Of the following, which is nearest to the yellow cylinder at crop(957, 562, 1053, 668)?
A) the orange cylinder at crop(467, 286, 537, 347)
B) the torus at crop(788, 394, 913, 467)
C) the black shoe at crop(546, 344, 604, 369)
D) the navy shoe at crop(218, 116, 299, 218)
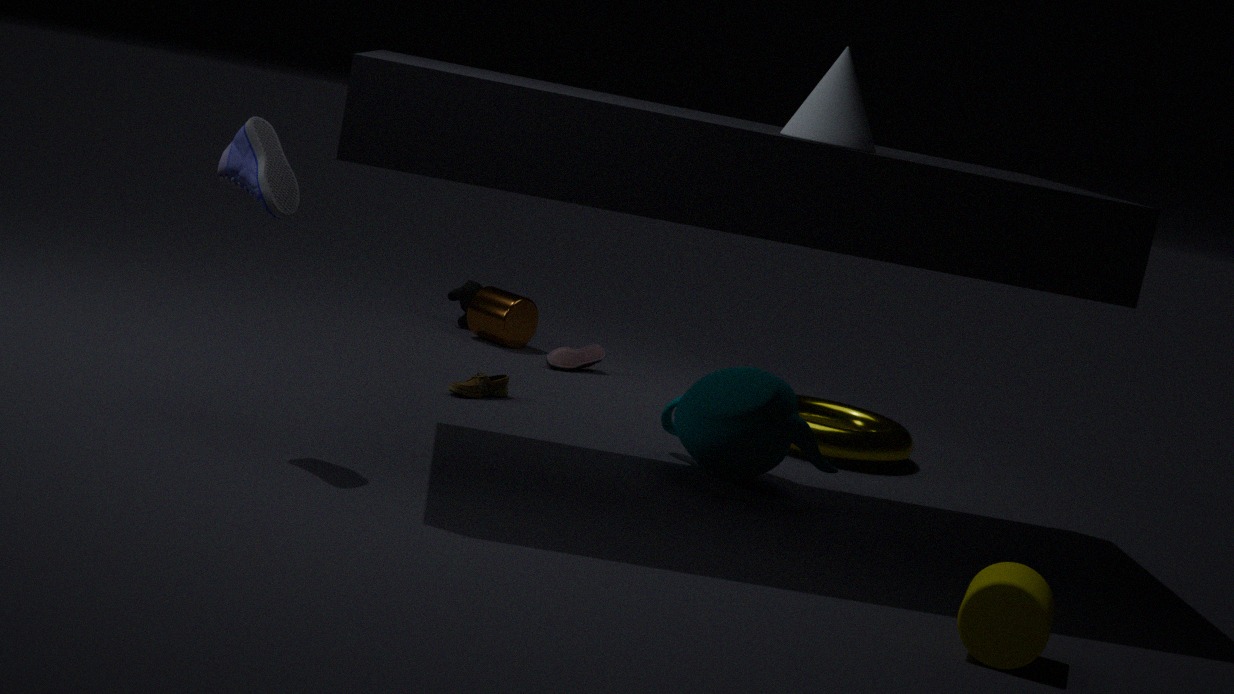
the torus at crop(788, 394, 913, 467)
